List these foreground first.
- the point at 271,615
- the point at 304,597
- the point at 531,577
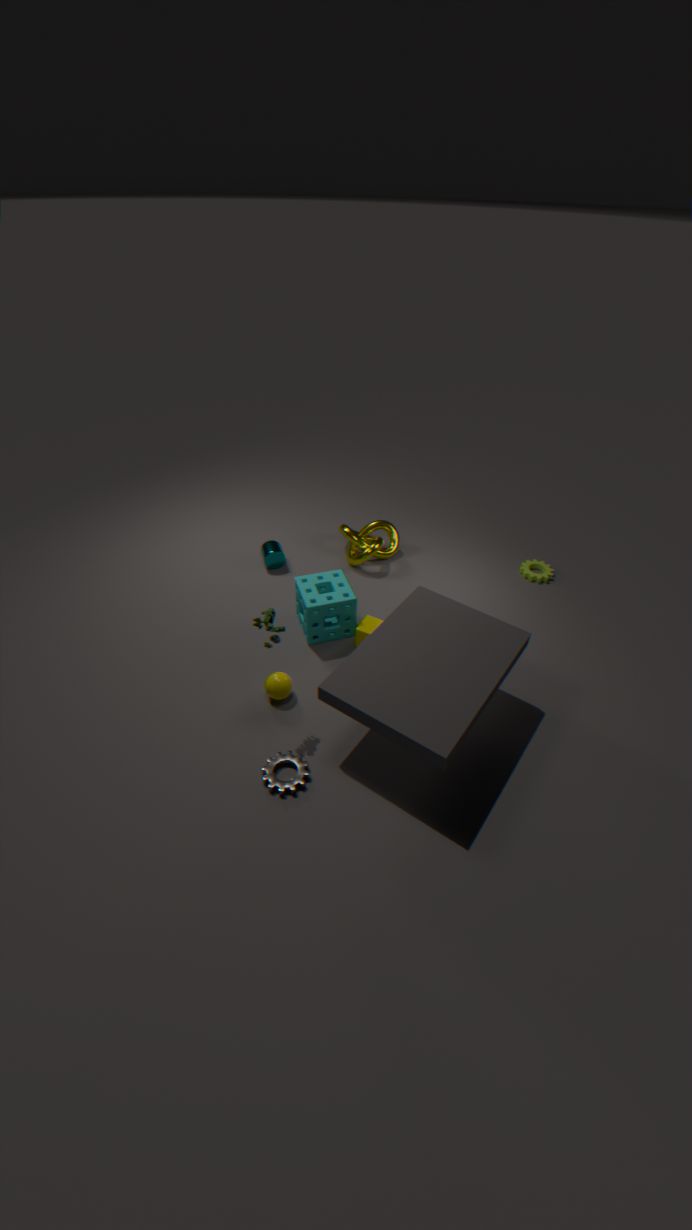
the point at 271,615 → the point at 304,597 → the point at 531,577
